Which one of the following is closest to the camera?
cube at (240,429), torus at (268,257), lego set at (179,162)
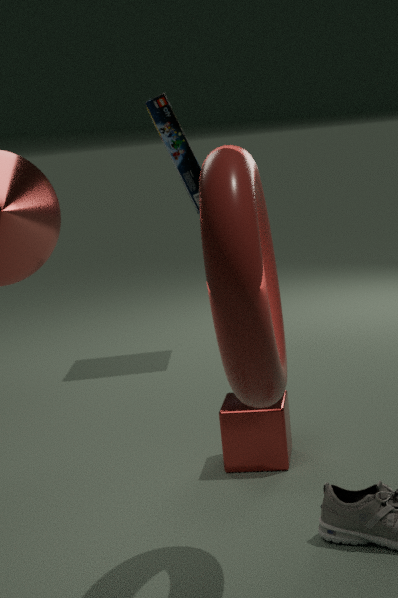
torus at (268,257)
